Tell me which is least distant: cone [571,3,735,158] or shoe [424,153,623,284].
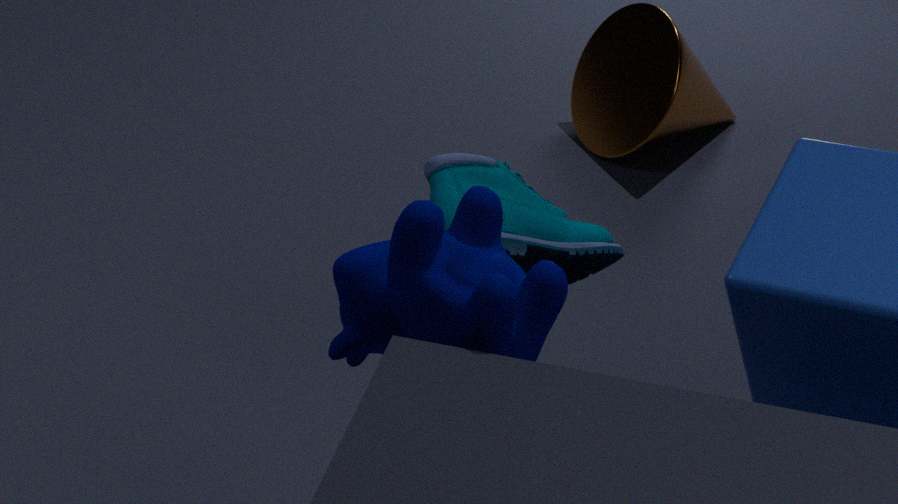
shoe [424,153,623,284]
